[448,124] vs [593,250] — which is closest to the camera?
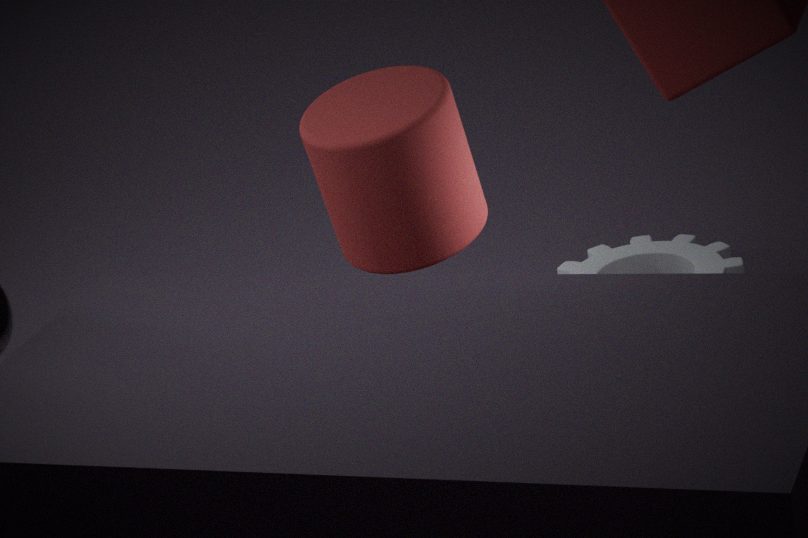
[448,124]
